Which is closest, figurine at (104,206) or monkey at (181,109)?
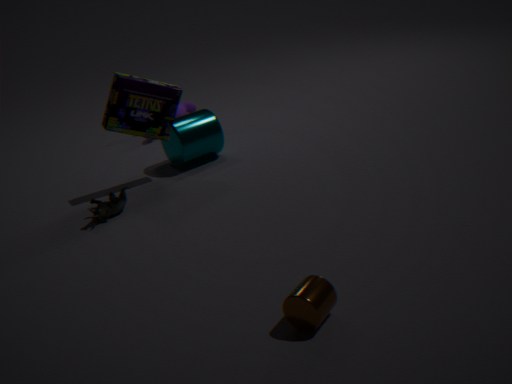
figurine at (104,206)
